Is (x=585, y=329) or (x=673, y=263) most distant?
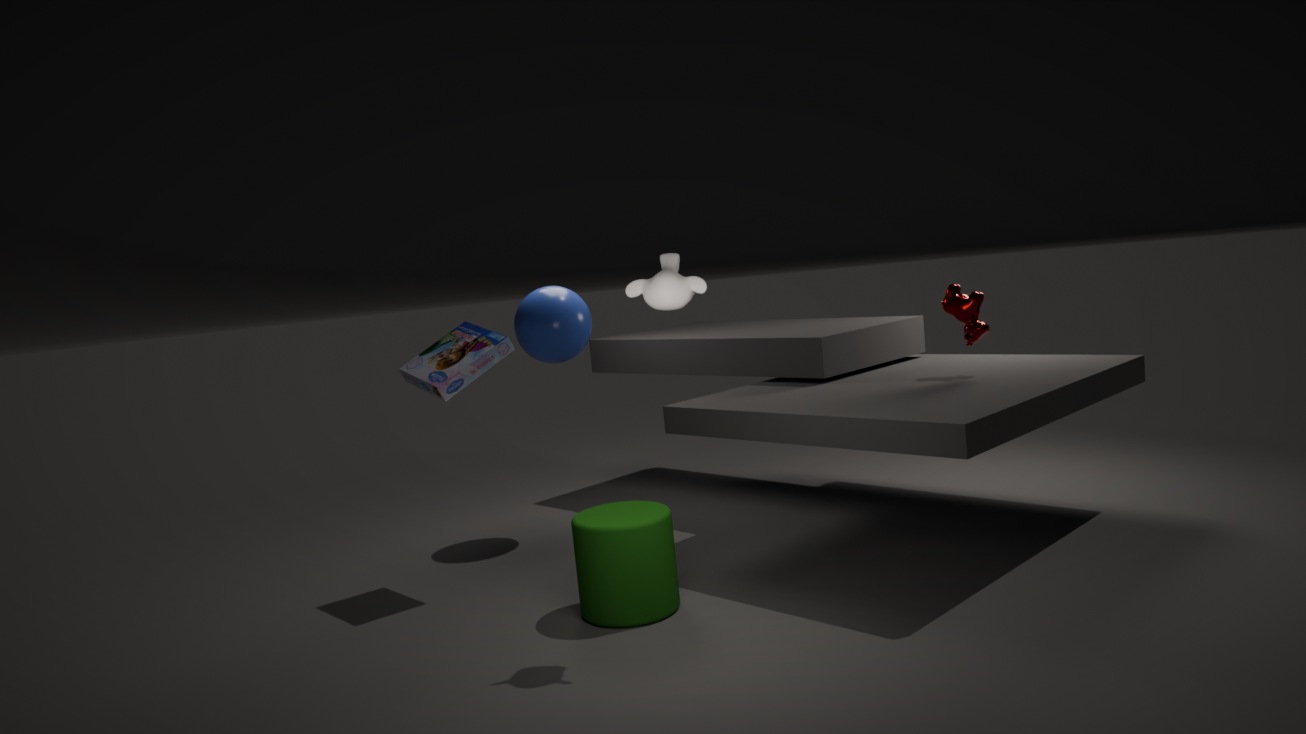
(x=585, y=329)
